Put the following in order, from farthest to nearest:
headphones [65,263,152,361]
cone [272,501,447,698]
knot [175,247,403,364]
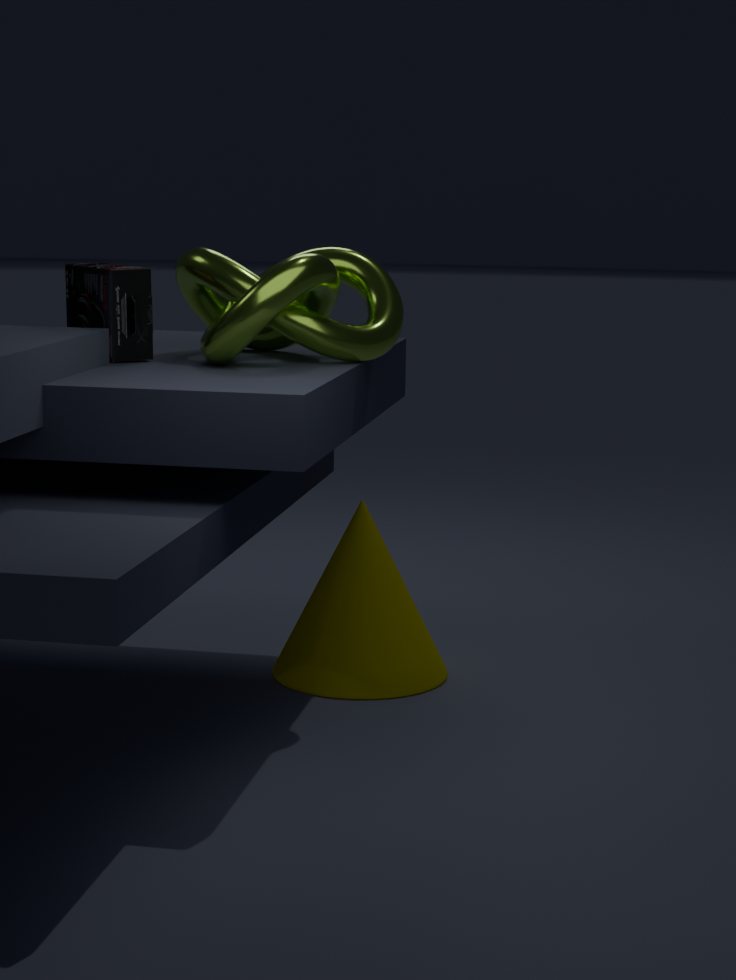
1. cone [272,501,447,698]
2. headphones [65,263,152,361]
3. knot [175,247,403,364]
